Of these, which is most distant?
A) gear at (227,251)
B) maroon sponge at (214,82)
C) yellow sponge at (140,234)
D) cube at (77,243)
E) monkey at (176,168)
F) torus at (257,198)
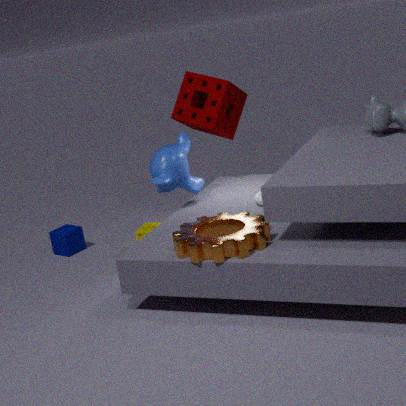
cube at (77,243)
